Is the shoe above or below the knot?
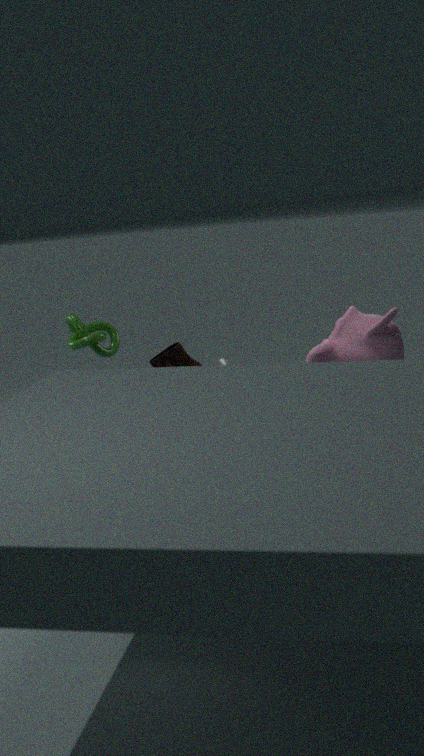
below
